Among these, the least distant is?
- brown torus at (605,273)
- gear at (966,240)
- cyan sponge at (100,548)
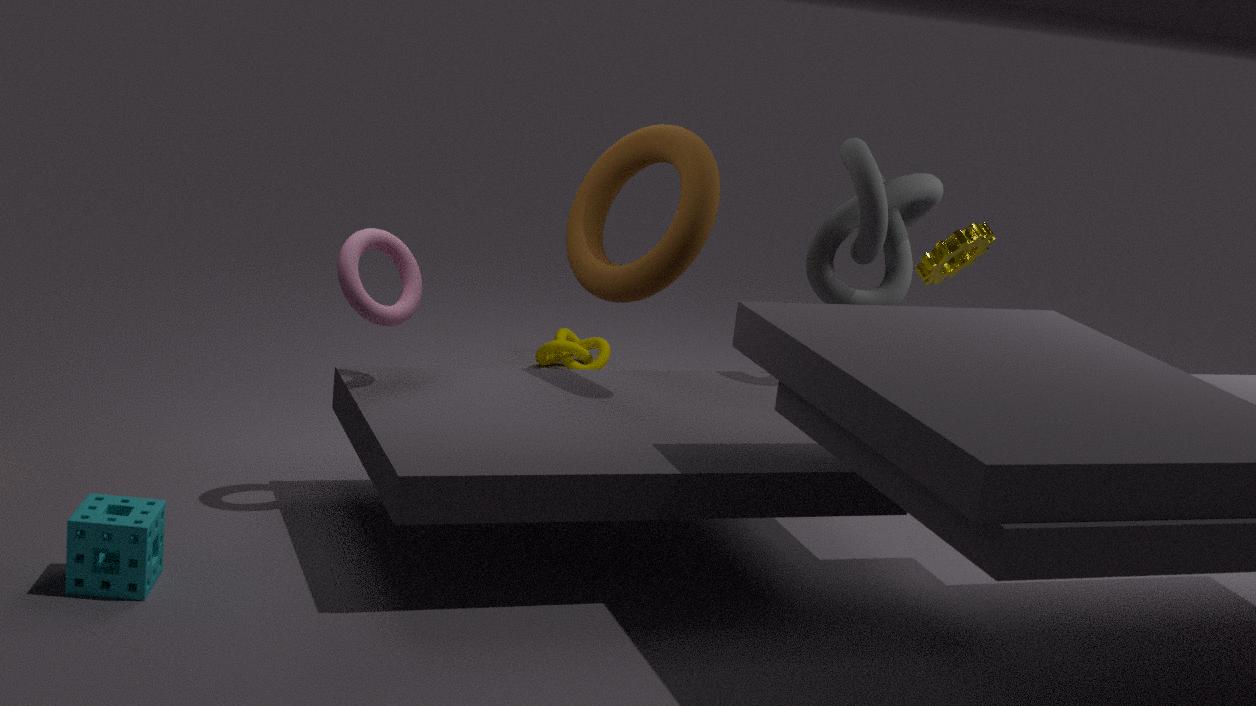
cyan sponge at (100,548)
